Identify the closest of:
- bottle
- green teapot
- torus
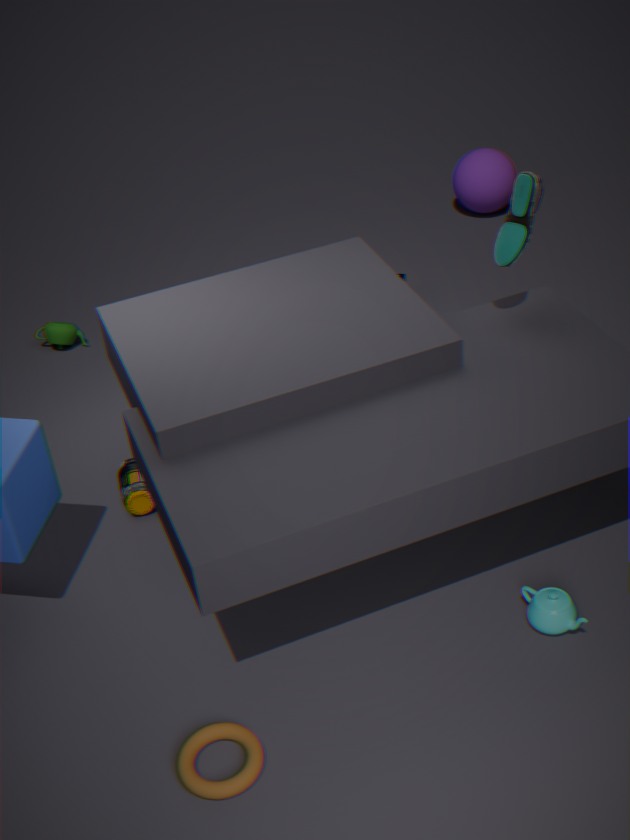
torus
